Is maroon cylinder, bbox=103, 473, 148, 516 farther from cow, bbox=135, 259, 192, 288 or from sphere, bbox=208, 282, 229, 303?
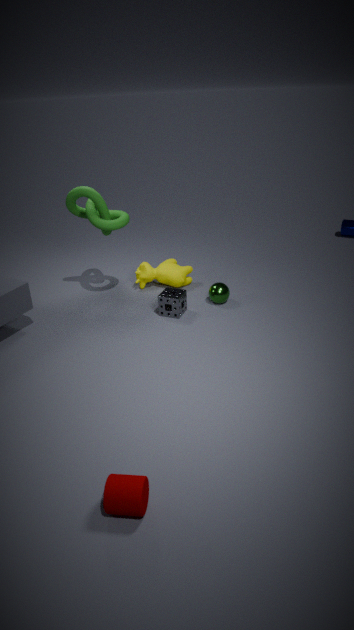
cow, bbox=135, 259, 192, 288
